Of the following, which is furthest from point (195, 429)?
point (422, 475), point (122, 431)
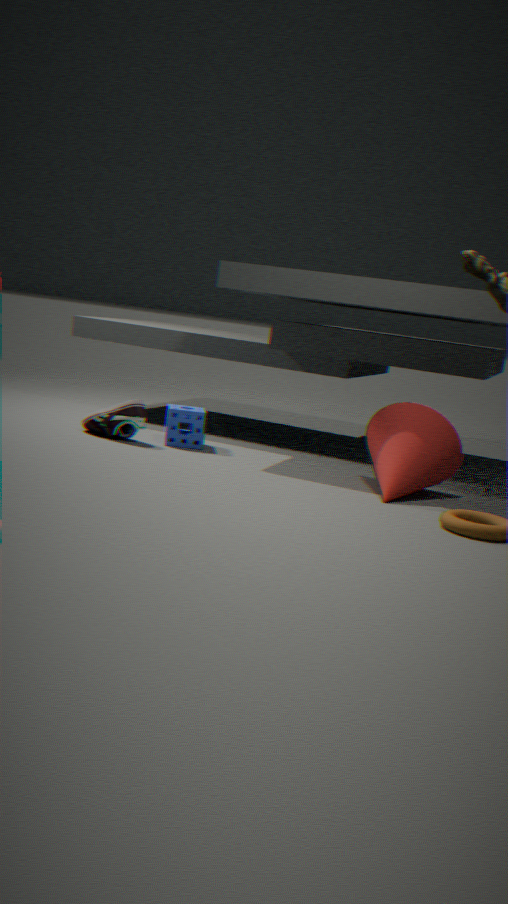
point (422, 475)
